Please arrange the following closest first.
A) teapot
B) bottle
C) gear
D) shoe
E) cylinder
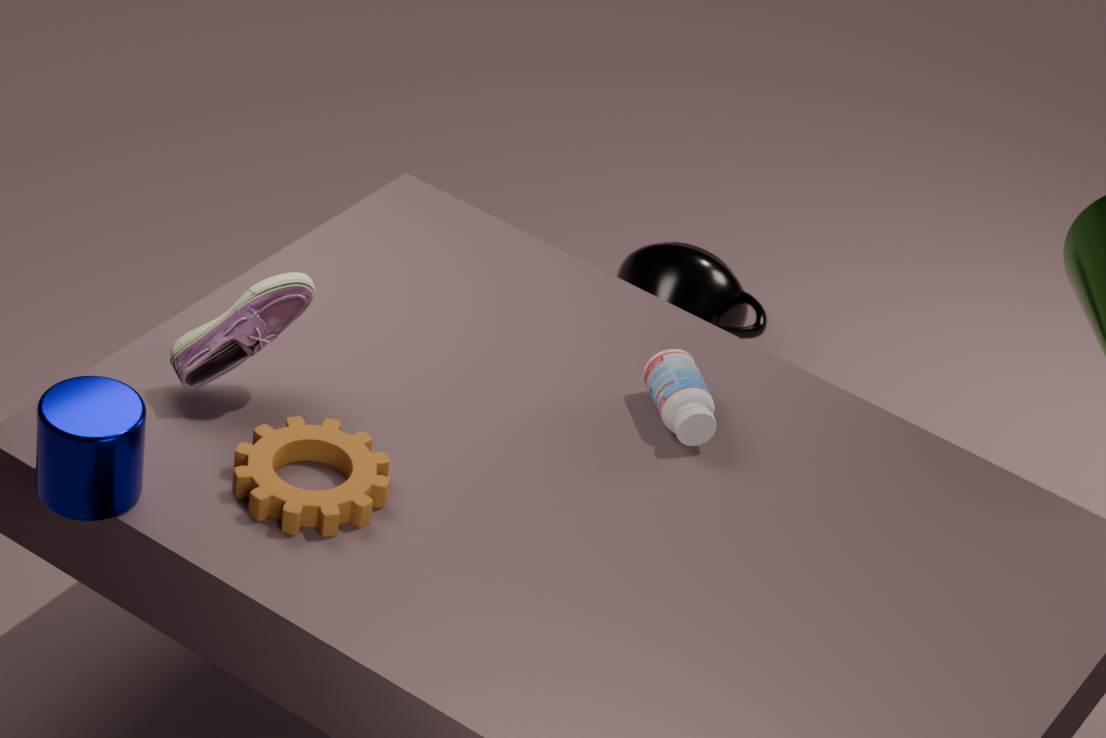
cylinder → gear → shoe → bottle → teapot
